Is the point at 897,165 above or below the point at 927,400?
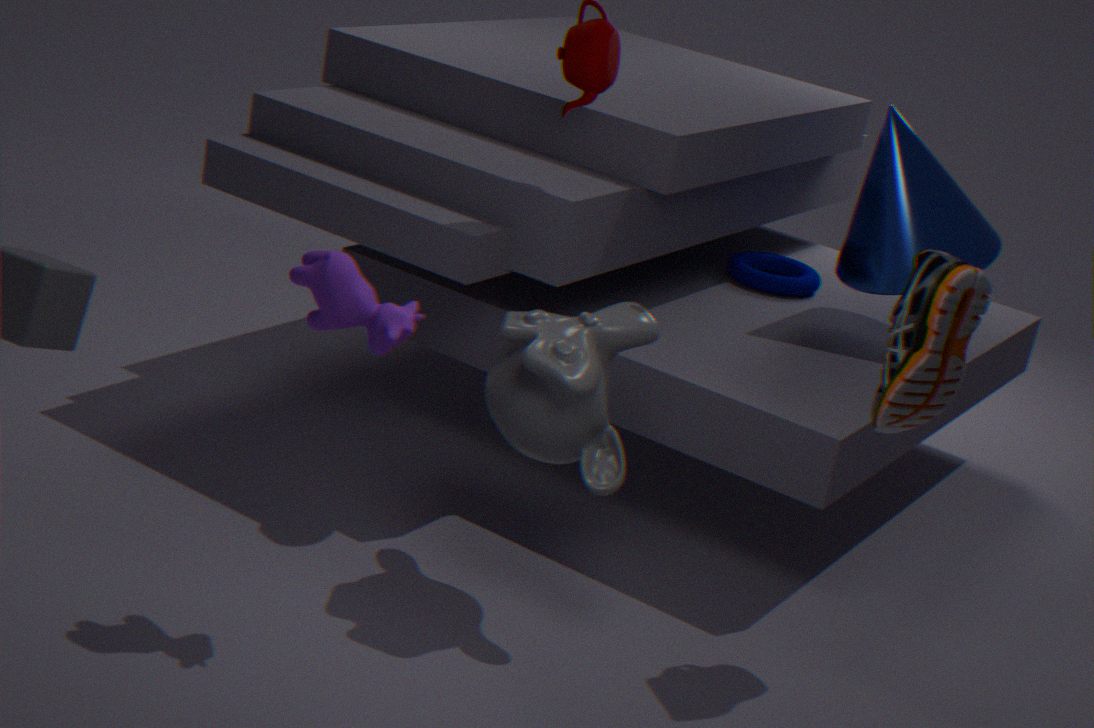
above
